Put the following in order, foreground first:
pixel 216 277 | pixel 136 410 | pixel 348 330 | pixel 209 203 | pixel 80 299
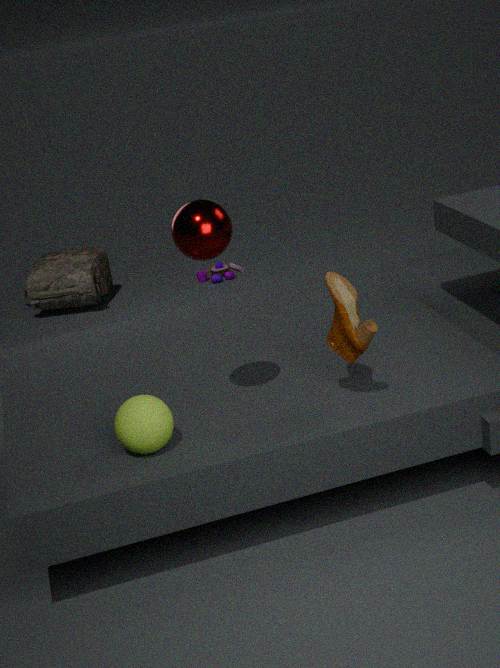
pixel 209 203, pixel 136 410, pixel 348 330, pixel 80 299, pixel 216 277
